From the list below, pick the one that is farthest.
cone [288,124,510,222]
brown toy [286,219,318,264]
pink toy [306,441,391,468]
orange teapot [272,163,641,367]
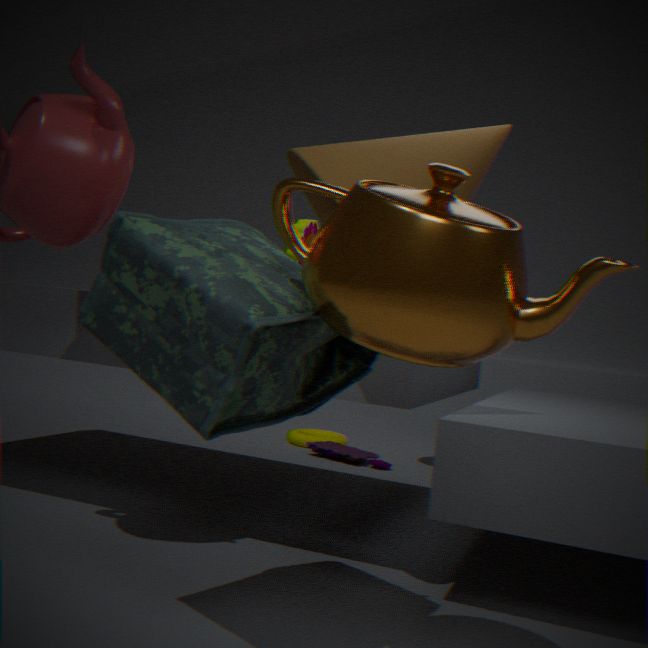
pink toy [306,441,391,468]
